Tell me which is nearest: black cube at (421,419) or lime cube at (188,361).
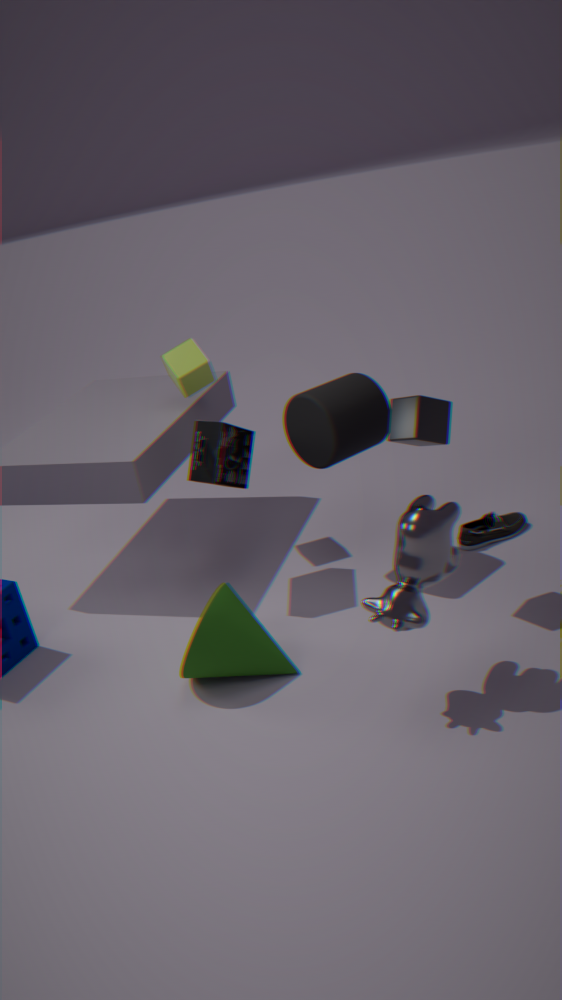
black cube at (421,419)
